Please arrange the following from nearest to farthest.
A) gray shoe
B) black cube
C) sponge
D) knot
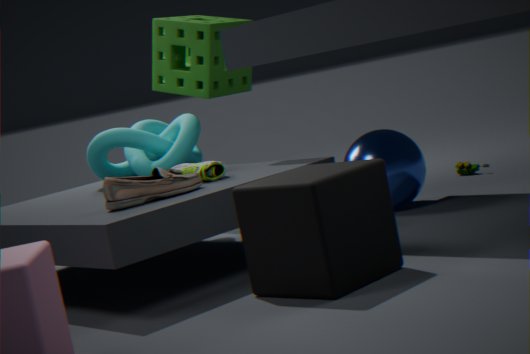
1. black cube
2. gray shoe
3. knot
4. sponge
